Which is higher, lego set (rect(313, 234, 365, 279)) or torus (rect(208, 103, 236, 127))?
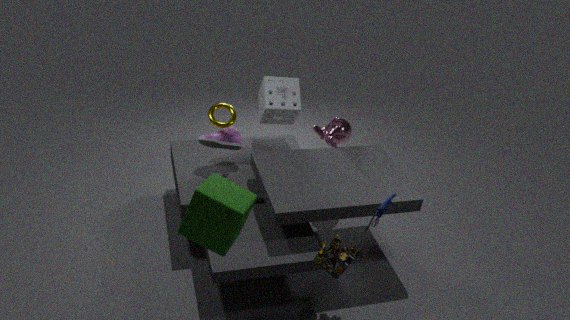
torus (rect(208, 103, 236, 127))
